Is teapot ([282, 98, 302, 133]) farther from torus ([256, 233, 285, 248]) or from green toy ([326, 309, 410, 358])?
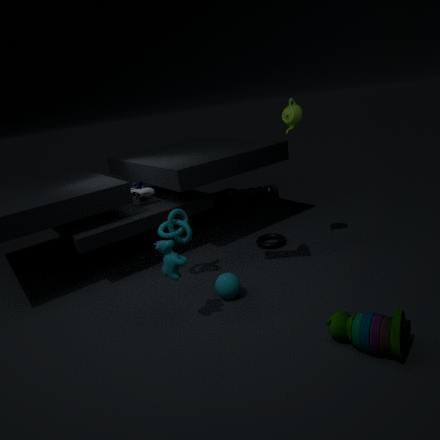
green toy ([326, 309, 410, 358])
